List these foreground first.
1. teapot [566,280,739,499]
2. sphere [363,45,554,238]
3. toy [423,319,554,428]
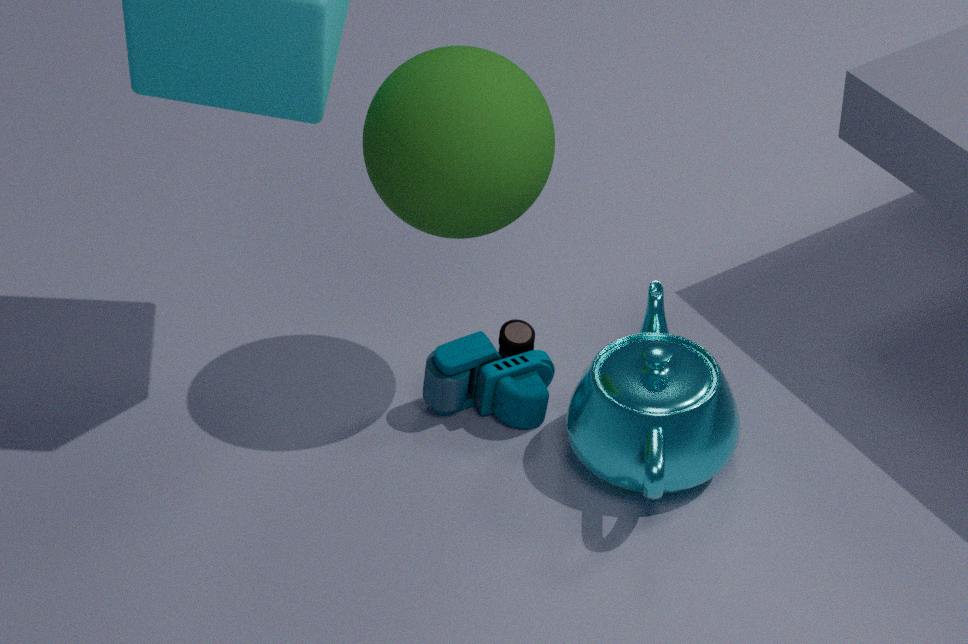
sphere [363,45,554,238]
teapot [566,280,739,499]
toy [423,319,554,428]
